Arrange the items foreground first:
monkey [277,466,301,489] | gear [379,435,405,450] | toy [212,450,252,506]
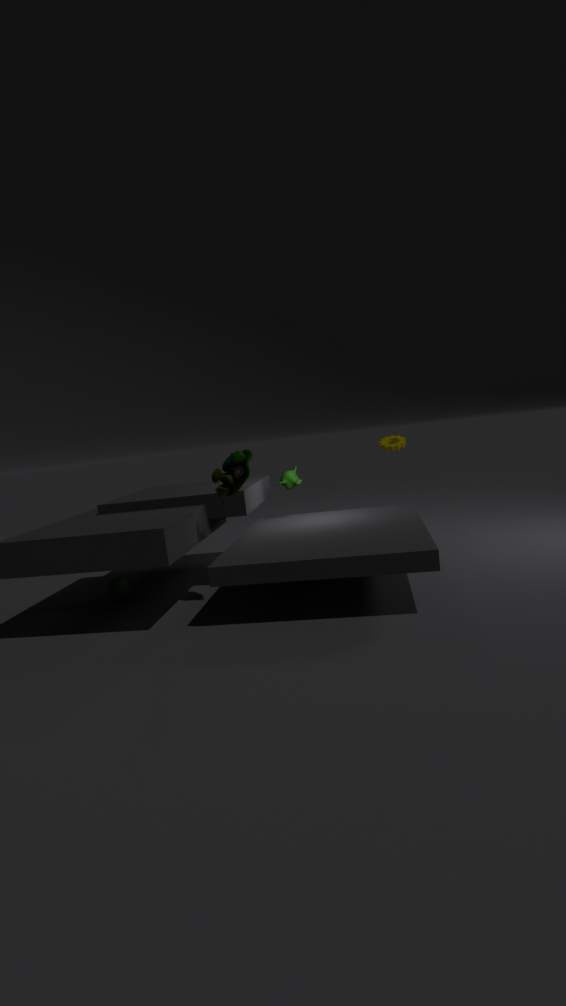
toy [212,450,252,506], monkey [277,466,301,489], gear [379,435,405,450]
